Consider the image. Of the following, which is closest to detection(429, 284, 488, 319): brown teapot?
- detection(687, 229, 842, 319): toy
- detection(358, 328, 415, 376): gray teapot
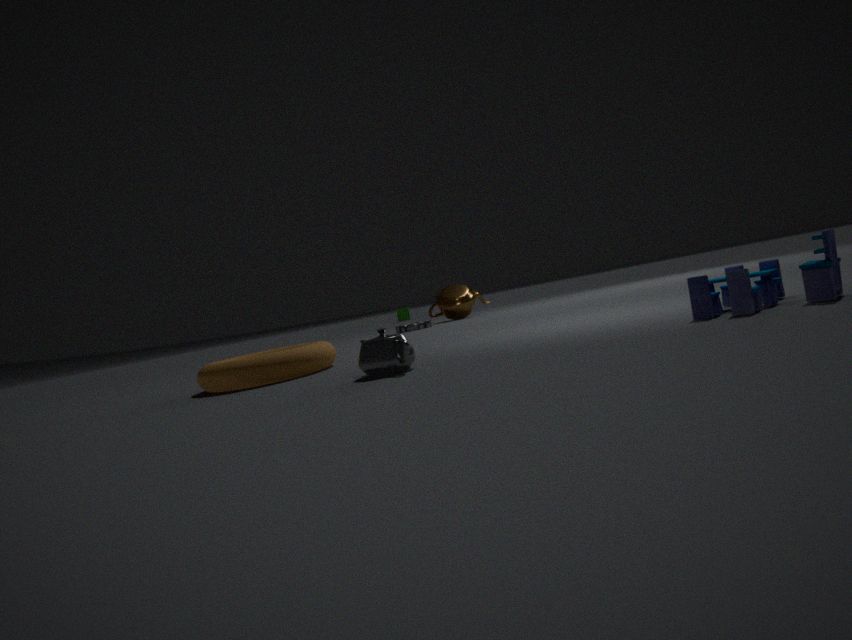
detection(358, 328, 415, 376): gray teapot
